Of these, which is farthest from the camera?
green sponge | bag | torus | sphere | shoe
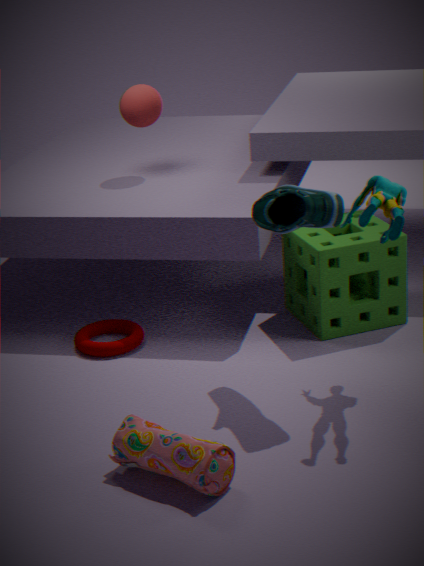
sphere
